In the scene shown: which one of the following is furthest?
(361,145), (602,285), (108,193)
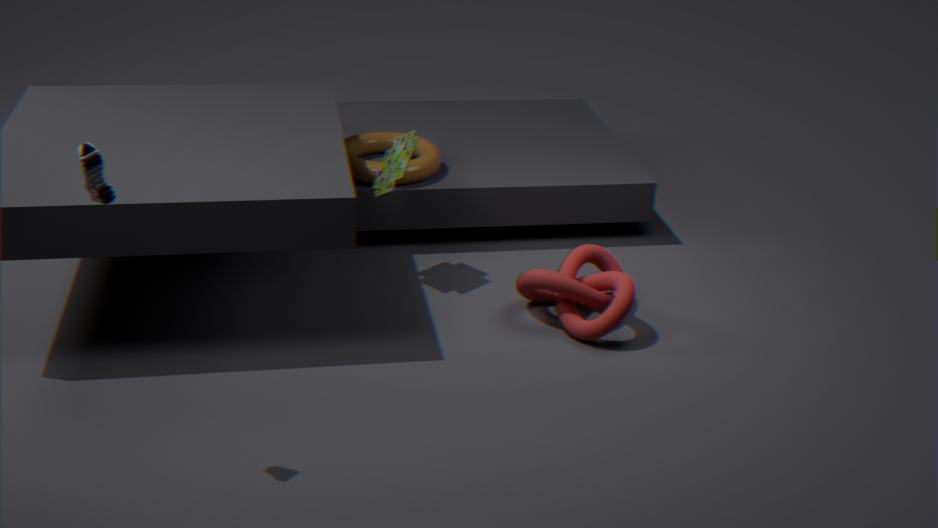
(361,145)
